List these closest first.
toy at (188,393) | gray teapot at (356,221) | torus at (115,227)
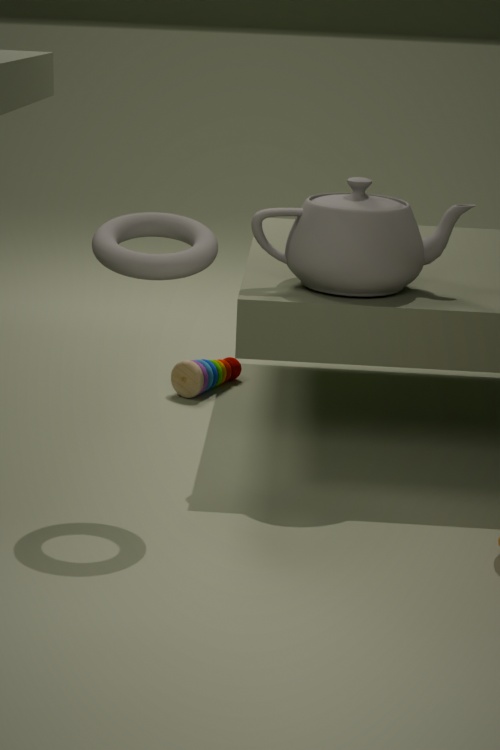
torus at (115,227)
gray teapot at (356,221)
toy at (188,393)
